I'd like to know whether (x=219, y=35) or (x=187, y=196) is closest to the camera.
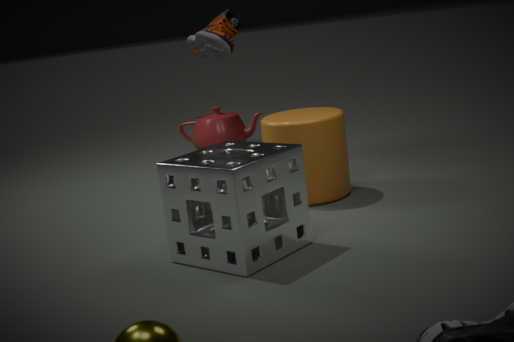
(x=187, y=196)
